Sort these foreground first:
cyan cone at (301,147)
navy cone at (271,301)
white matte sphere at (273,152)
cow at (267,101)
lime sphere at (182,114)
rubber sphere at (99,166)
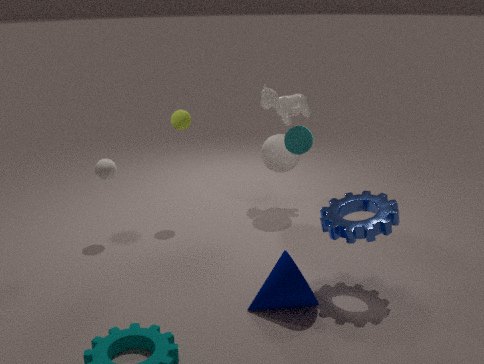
navy cone at (271,301), cyan cone at (301,147), rubber sphere at (99,166), lime sphere at (182,114), white matte sphere at (273,152), cow at (267,101)
